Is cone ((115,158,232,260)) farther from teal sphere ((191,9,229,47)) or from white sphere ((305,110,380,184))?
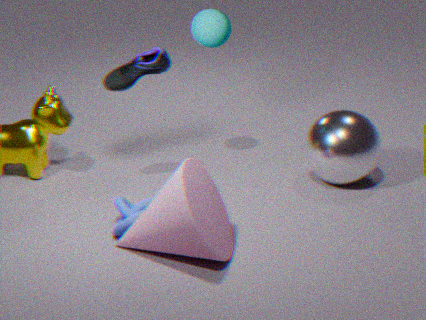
teal sphere ((191,9,229,47))
